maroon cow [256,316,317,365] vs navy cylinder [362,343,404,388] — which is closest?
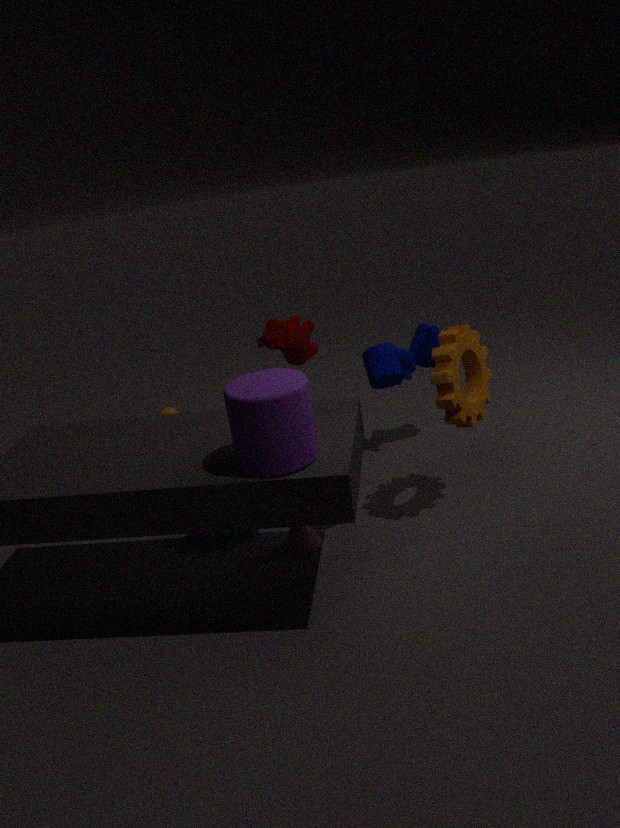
navy cylinder [362,343,404,388]
